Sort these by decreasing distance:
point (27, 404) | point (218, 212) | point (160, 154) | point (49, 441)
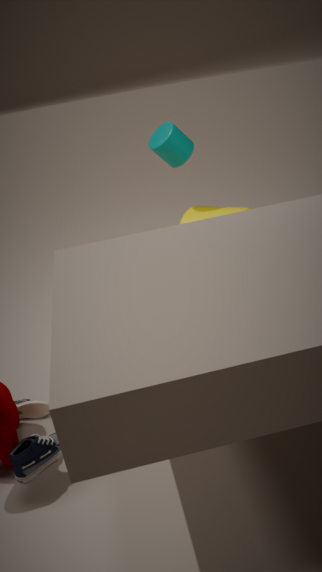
1. point (218, 212)
2. point (160, 154)
3. point (27, 404)
4. point (49, 441)
